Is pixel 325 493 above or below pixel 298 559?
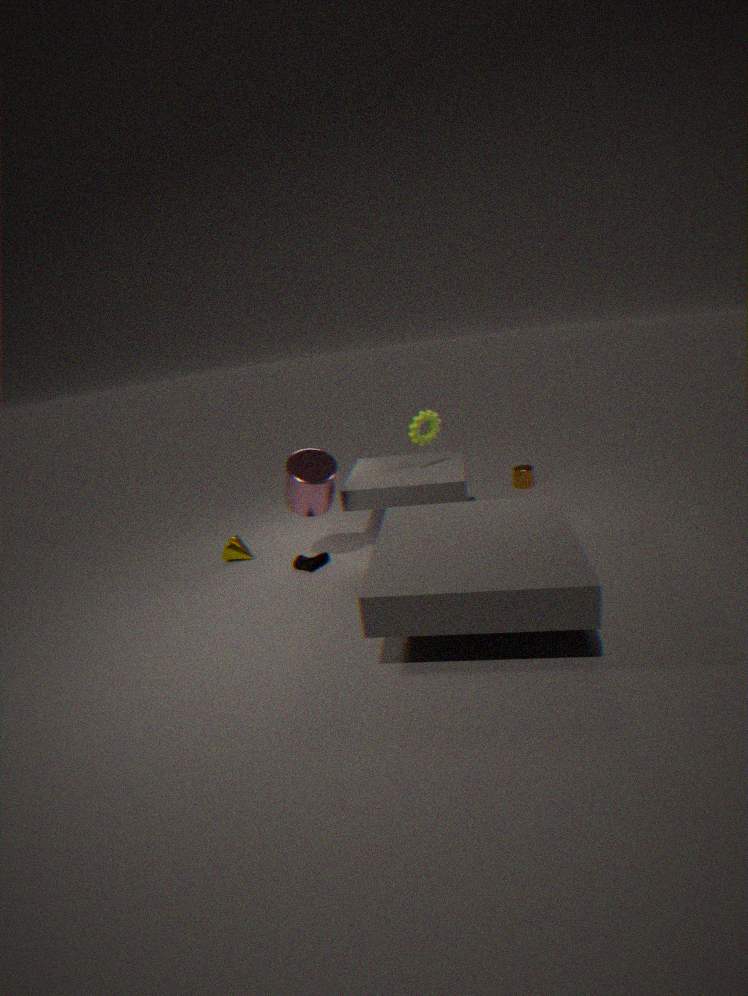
above
